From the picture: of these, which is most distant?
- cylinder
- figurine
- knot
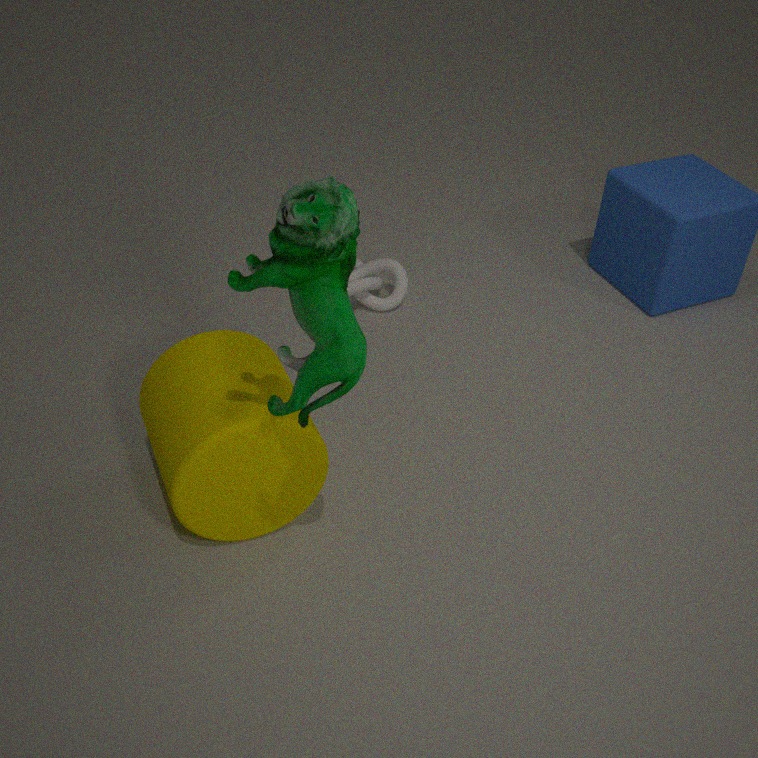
knot
